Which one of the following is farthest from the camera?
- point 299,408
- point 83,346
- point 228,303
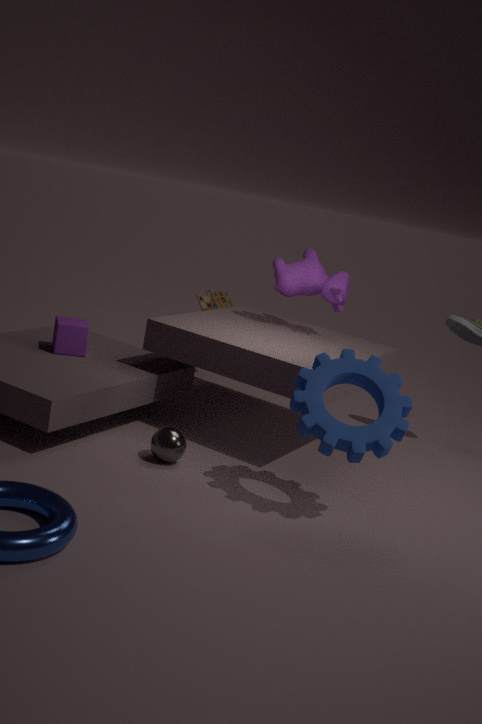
point 228,303
